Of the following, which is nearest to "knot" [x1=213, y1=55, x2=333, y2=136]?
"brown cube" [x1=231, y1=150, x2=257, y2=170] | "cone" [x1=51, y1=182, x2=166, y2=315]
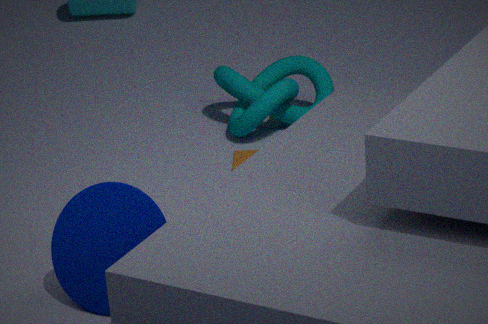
"brown cube" [x1=231, y1=150, x2=257, y2=170]
